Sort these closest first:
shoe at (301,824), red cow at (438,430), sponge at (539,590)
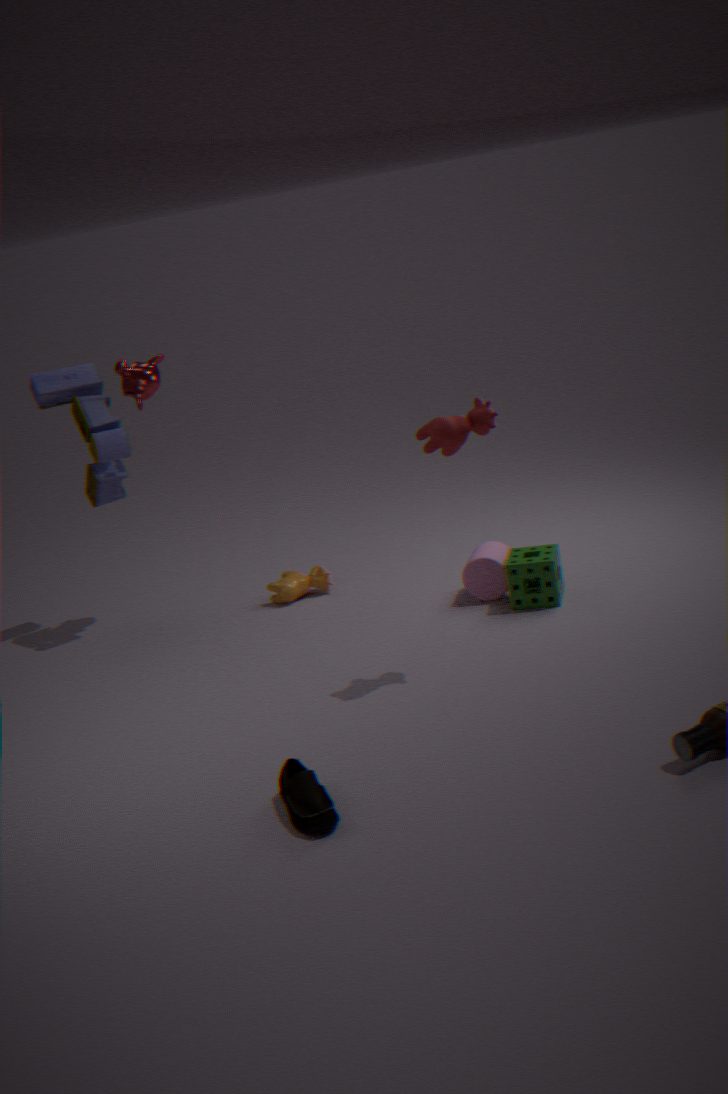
shoe at (301,824) < red cow at (438,430) < sponge at (539,590)
